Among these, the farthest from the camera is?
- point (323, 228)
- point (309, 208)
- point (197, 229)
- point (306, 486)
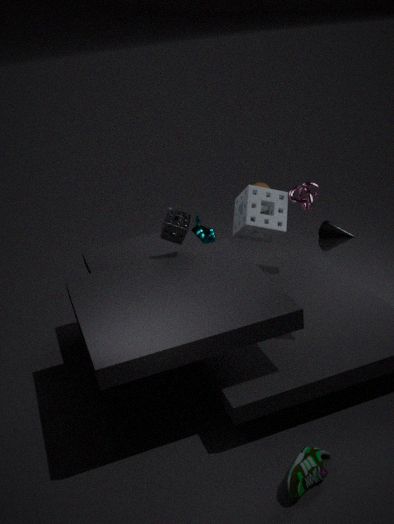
point (197, 229)
